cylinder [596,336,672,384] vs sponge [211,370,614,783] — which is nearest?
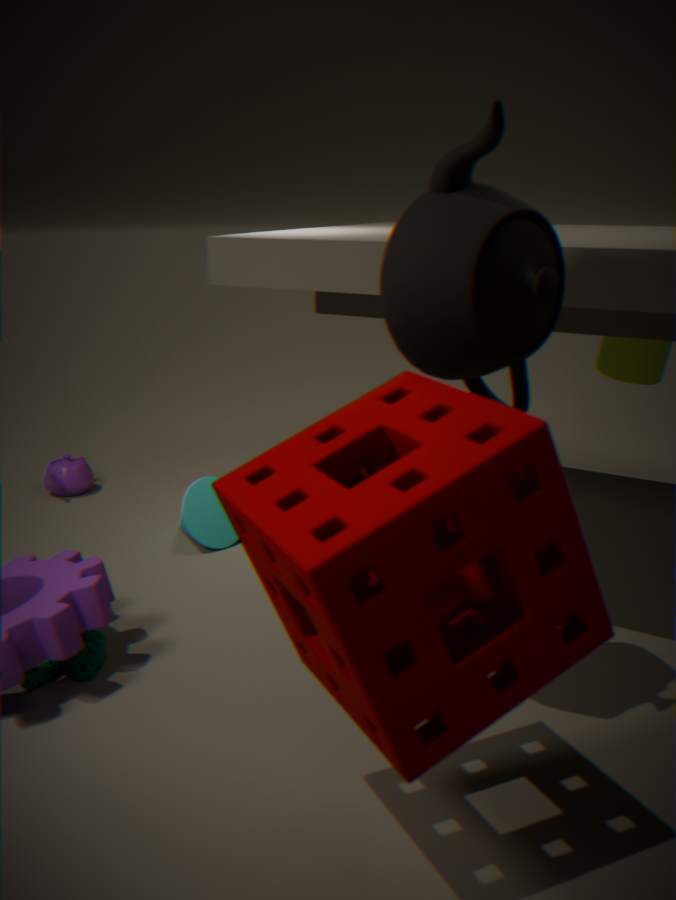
sponge [211,370,614,783]
